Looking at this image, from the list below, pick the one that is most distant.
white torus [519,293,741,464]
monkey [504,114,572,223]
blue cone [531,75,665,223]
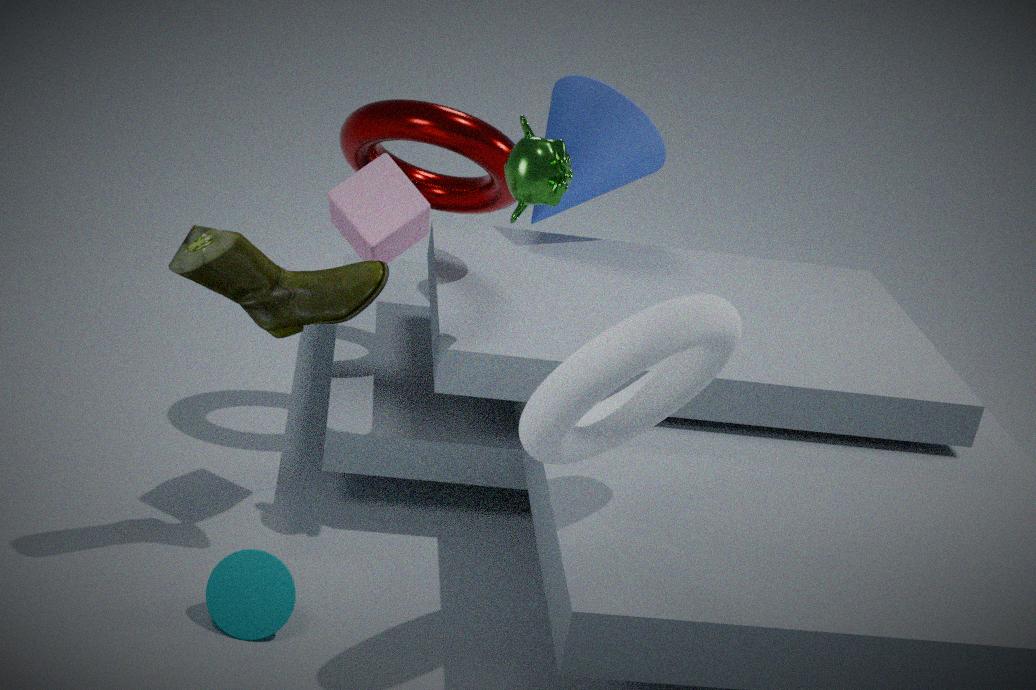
blue cone [531,75,665,223]
